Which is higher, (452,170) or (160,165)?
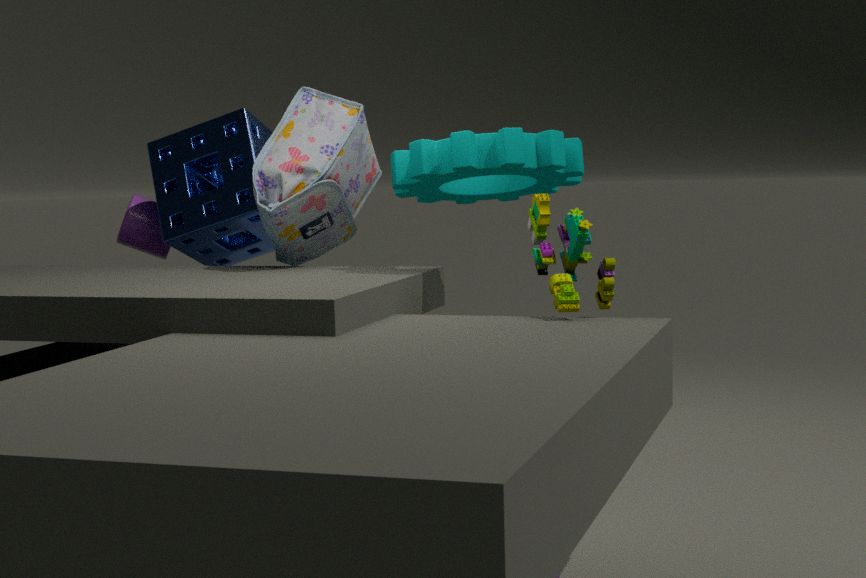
(452,170)
